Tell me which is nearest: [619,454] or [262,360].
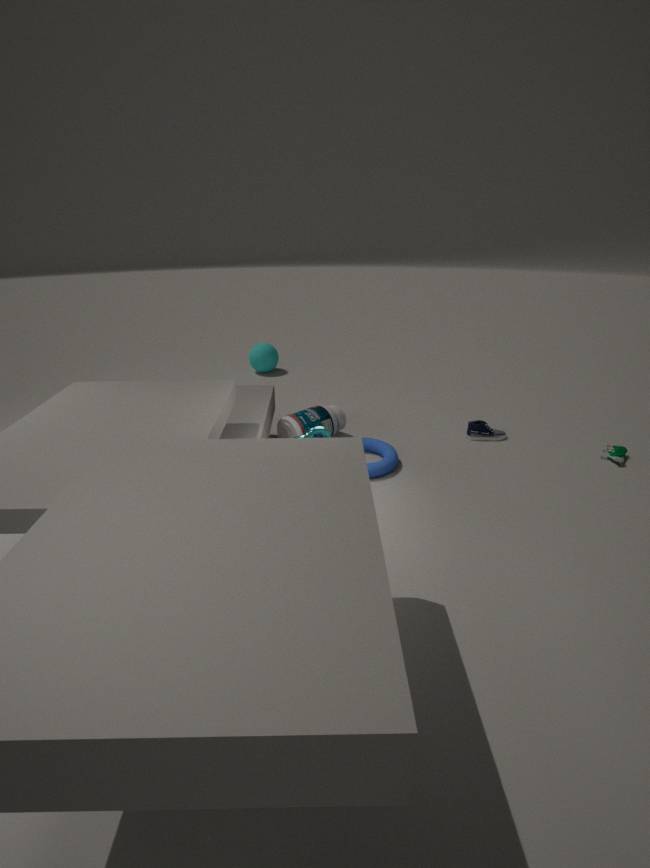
[619,454]
